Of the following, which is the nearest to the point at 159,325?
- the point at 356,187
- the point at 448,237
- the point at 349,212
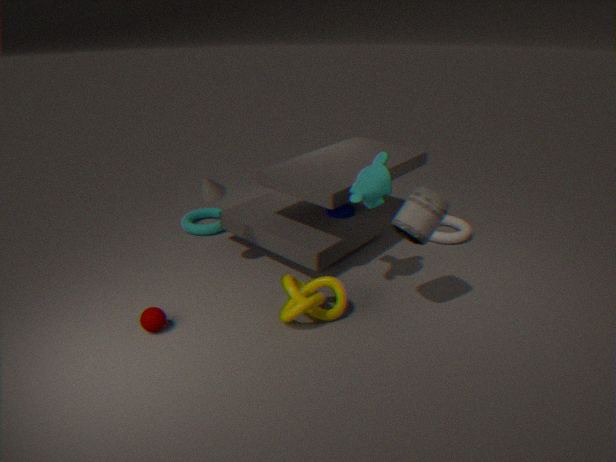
the point at 356,187
